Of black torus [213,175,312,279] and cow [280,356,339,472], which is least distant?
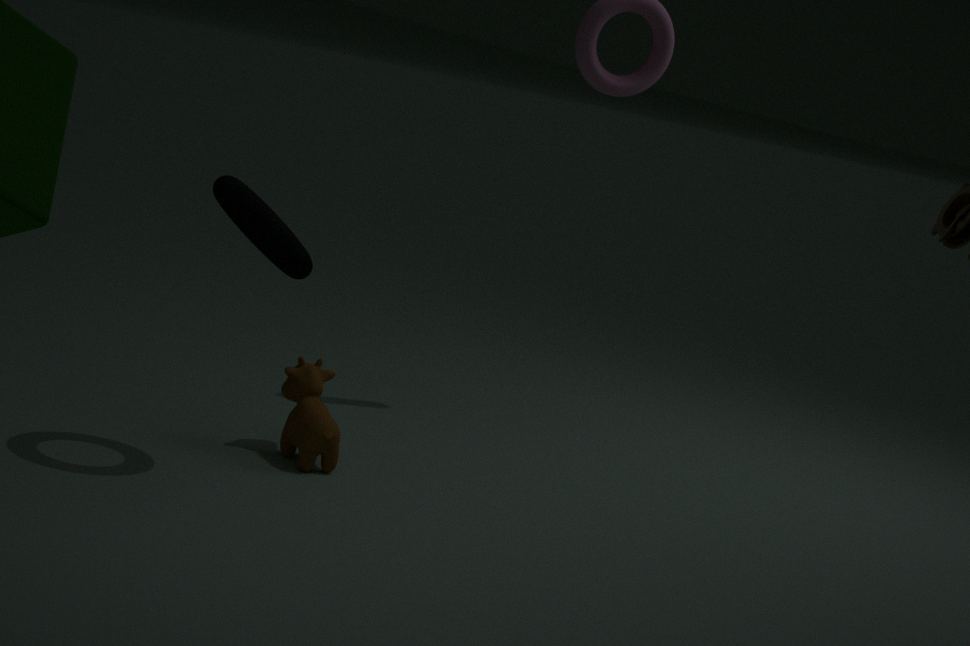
black torus [213,175,312,279]
